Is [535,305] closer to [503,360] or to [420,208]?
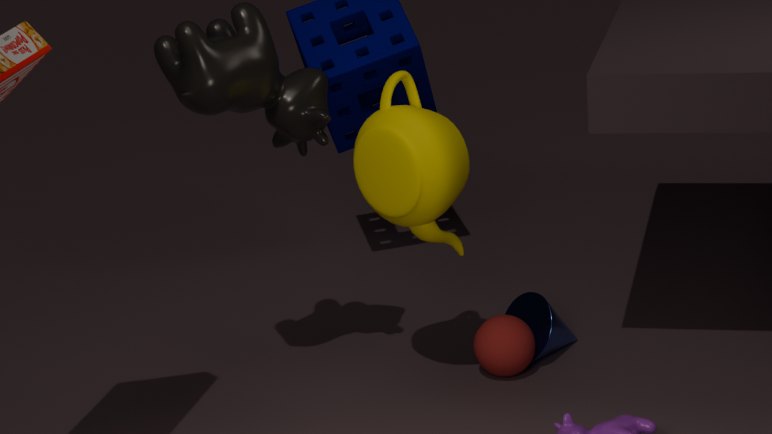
[503,360]
